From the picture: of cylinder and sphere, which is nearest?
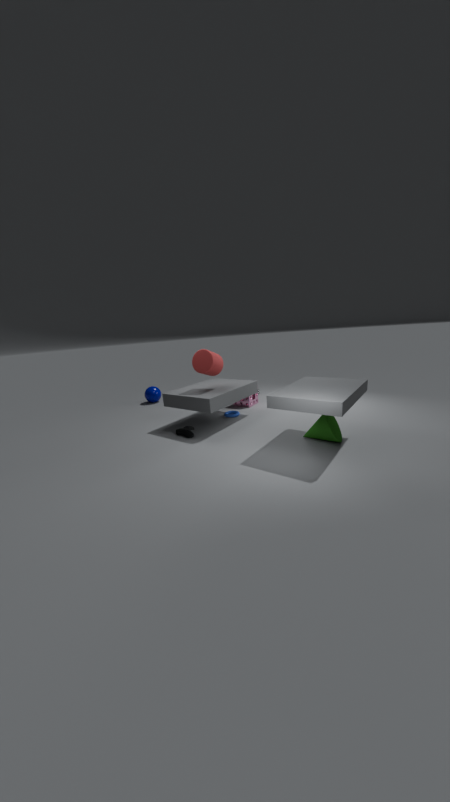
cylinder
